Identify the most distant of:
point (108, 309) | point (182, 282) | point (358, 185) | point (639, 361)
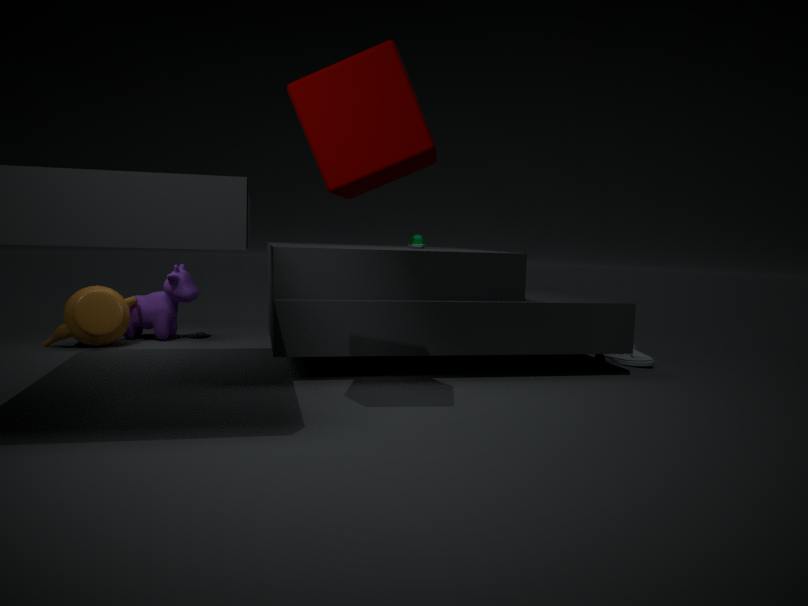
point (182, 282)
